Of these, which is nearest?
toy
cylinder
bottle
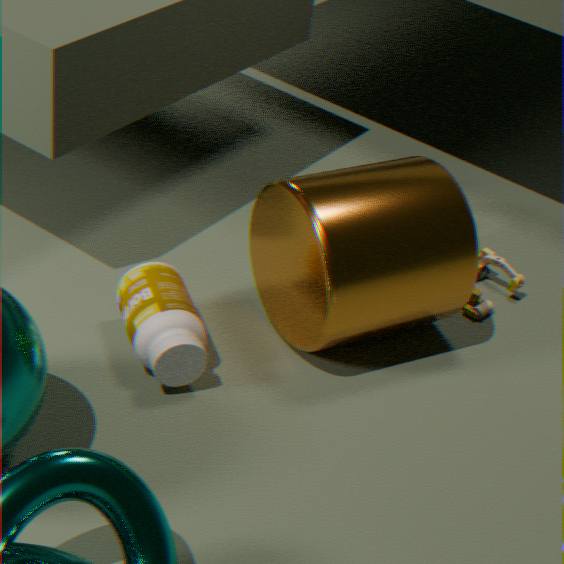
bottle
